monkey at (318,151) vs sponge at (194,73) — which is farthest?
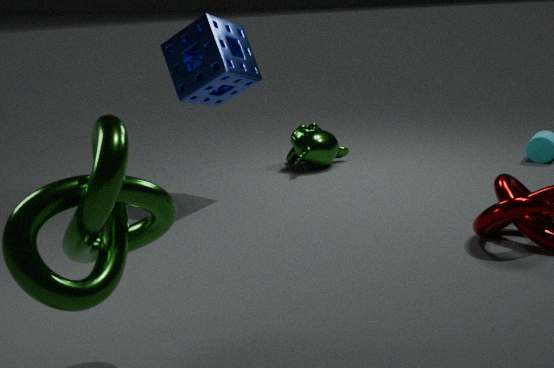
monkey at (318,151)
